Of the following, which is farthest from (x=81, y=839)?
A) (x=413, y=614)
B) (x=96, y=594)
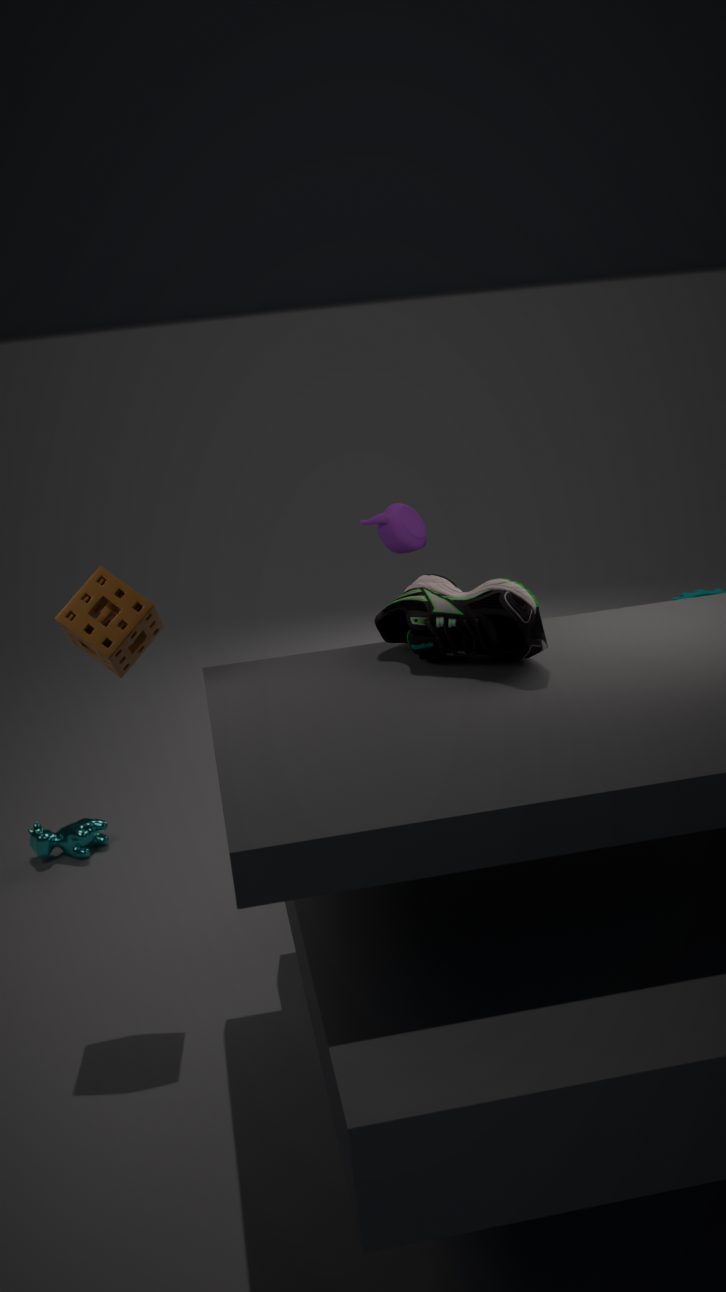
(x=413, y=614)
